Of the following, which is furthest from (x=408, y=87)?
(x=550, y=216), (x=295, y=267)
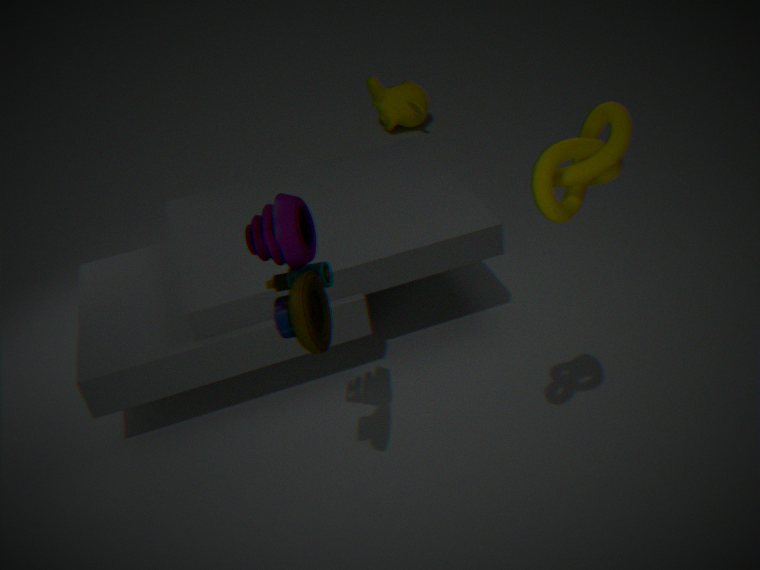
(x=550, y=216)
